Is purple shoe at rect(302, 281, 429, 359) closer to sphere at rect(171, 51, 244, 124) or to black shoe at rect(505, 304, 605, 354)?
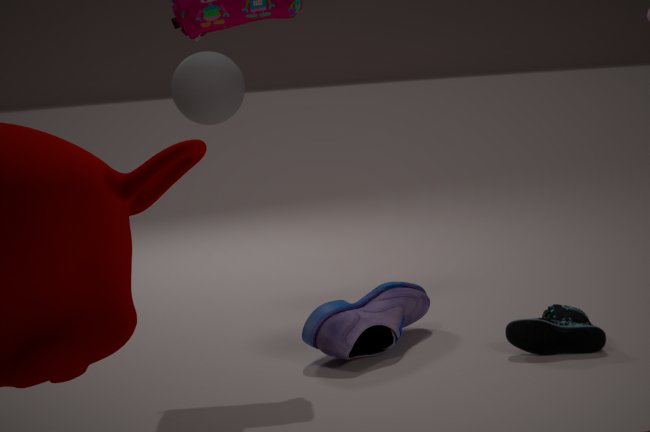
black shoe at rect(505, 304, 605, 354)
